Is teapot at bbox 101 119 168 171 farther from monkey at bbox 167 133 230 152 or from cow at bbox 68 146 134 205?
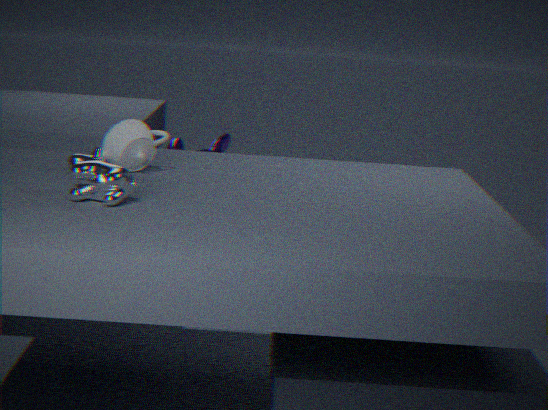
monkey at bbox 167 133 230 152
